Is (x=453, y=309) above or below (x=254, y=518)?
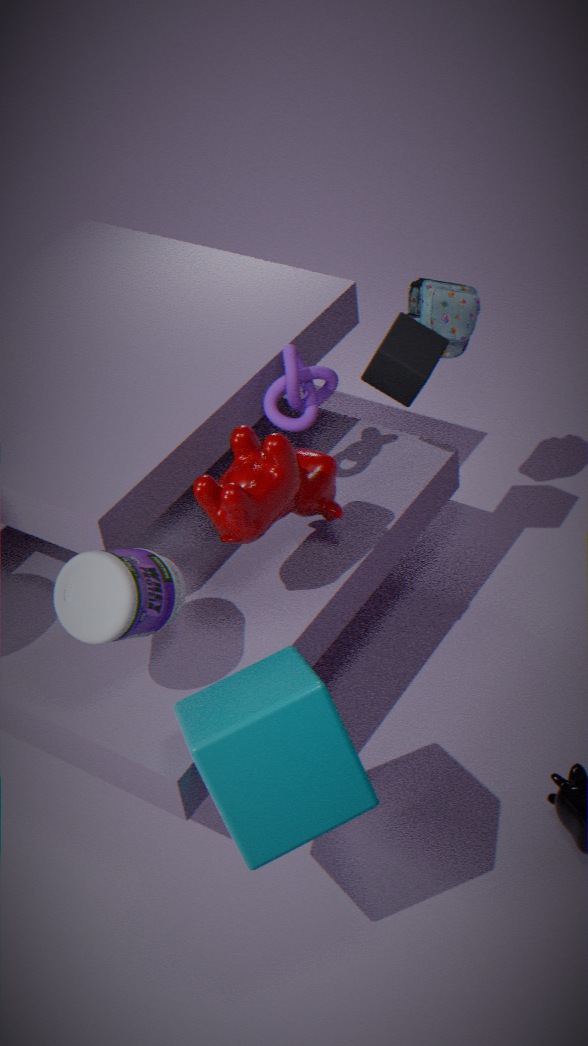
above
